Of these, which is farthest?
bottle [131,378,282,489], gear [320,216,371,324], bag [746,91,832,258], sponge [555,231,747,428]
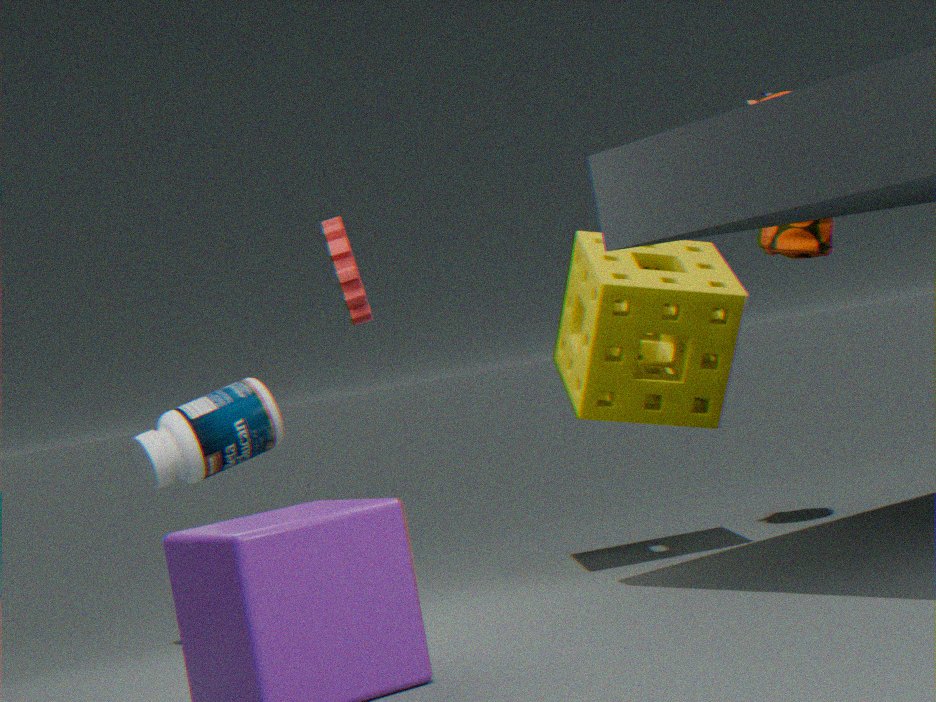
bag [746,91,832,258]
